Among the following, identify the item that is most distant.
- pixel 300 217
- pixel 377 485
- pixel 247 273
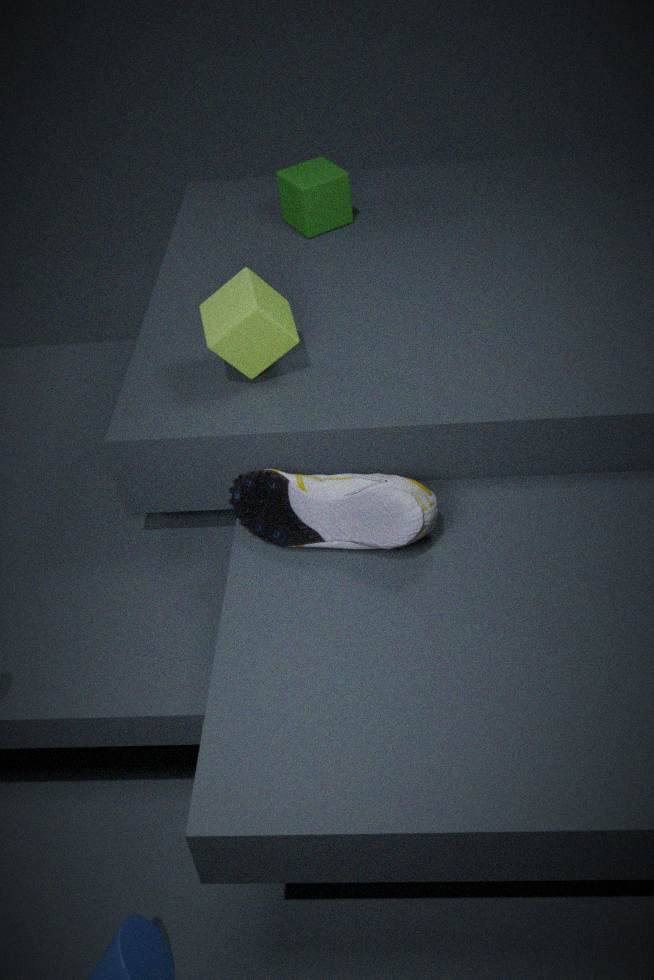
pixel 300 217
